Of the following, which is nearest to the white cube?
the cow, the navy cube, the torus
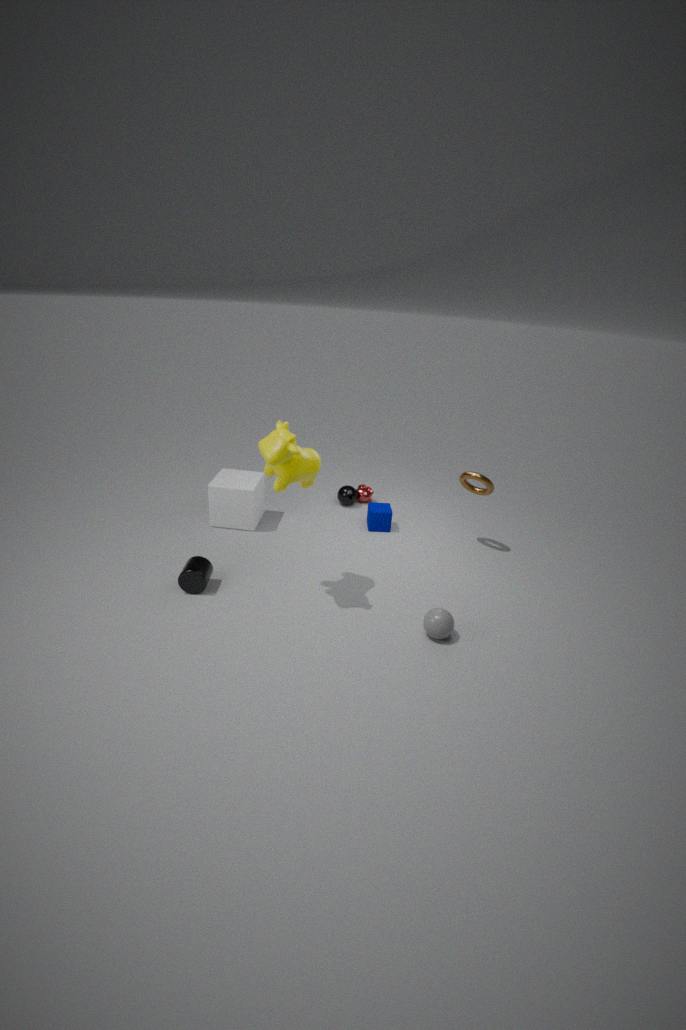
the cow
